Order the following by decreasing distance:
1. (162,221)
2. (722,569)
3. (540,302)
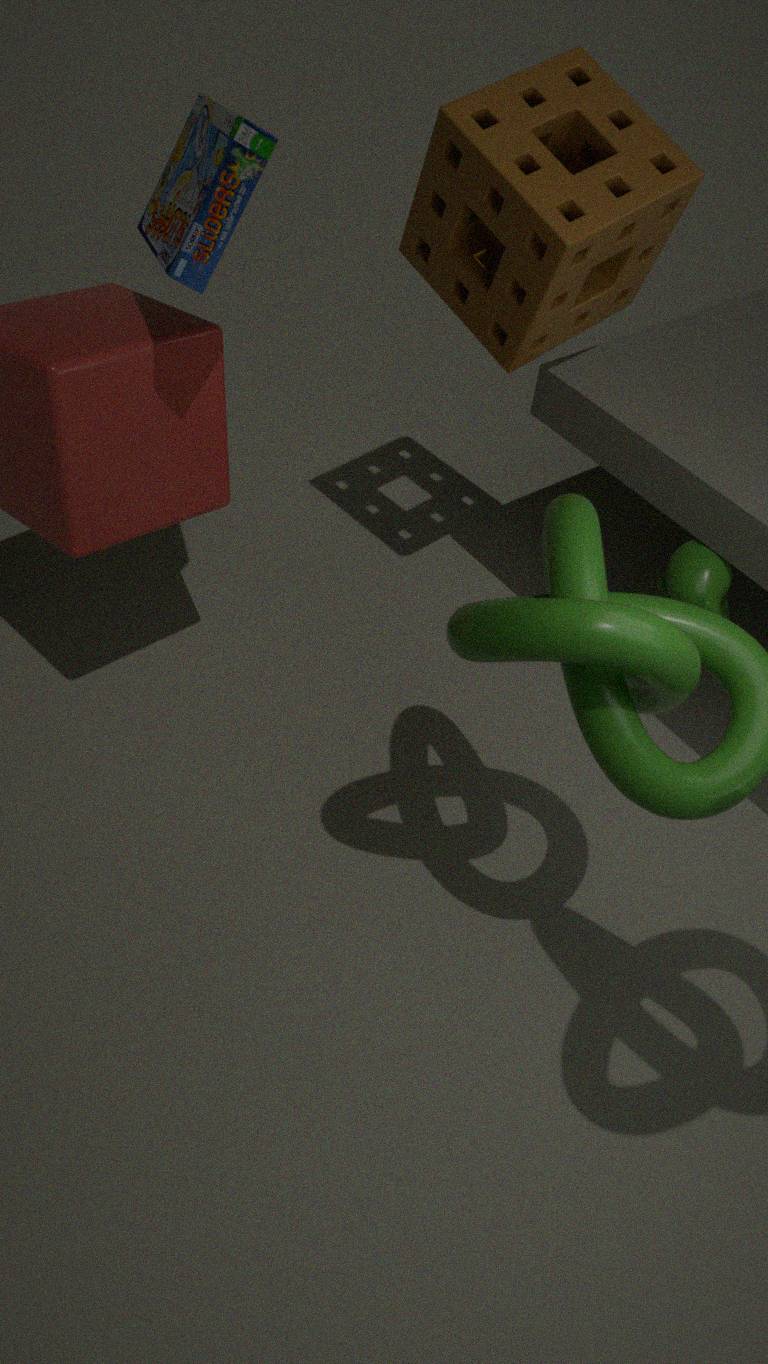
1. (722,569)
2. (540,302)
3. (162,221)
